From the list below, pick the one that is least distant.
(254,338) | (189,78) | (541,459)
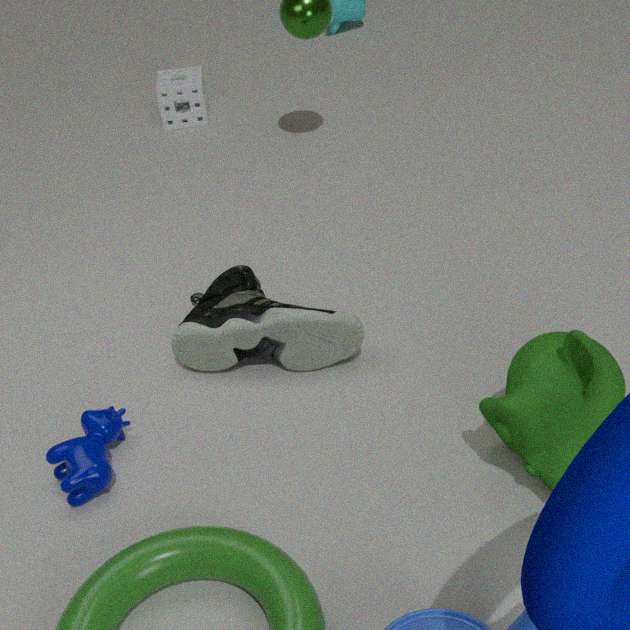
(541,459)
